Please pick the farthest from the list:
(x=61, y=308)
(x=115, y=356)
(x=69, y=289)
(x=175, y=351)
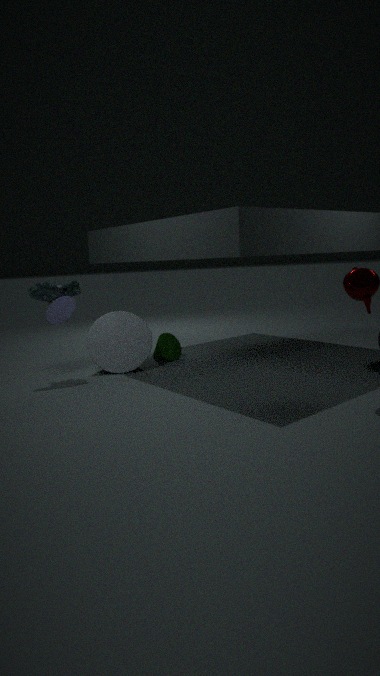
(x=175, y=351)
